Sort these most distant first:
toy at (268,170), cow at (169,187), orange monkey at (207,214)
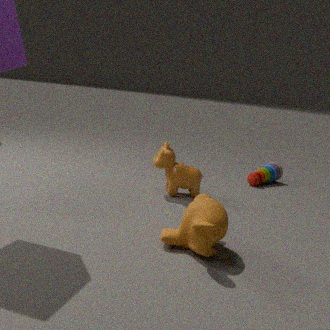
1. toy at (268,170)
2. cow at (169,187)
3. orange monkey at (207,214)
